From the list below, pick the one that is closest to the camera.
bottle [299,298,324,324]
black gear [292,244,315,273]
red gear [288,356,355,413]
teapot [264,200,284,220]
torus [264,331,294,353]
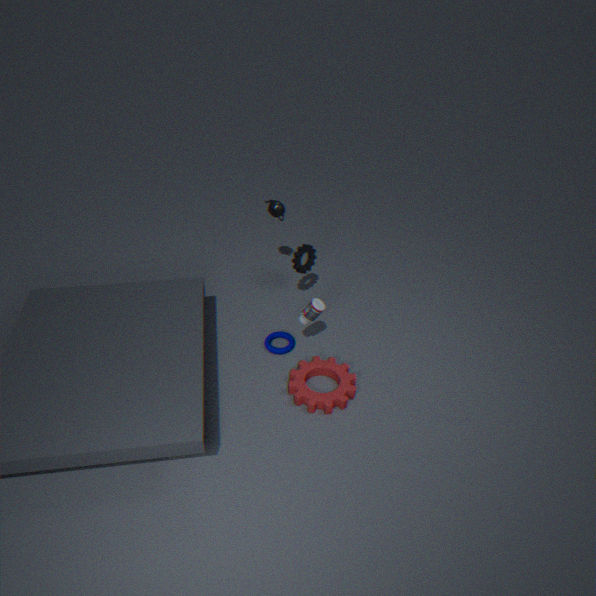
red gear [288,356,355,413]
